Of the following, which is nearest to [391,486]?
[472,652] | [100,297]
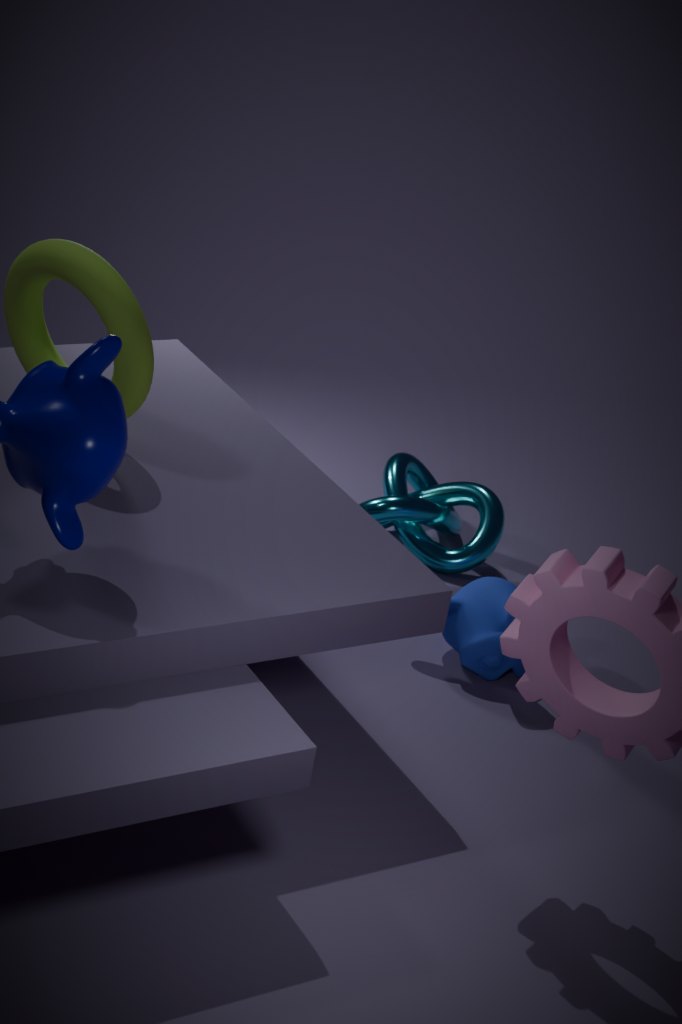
[472,652]
